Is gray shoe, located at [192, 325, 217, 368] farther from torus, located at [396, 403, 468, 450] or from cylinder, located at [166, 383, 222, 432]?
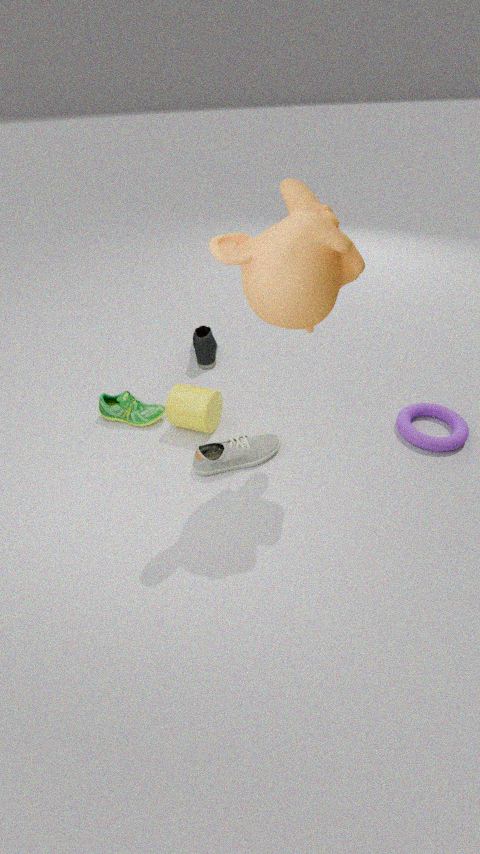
torus, located at [396, 403, 468, 450]
